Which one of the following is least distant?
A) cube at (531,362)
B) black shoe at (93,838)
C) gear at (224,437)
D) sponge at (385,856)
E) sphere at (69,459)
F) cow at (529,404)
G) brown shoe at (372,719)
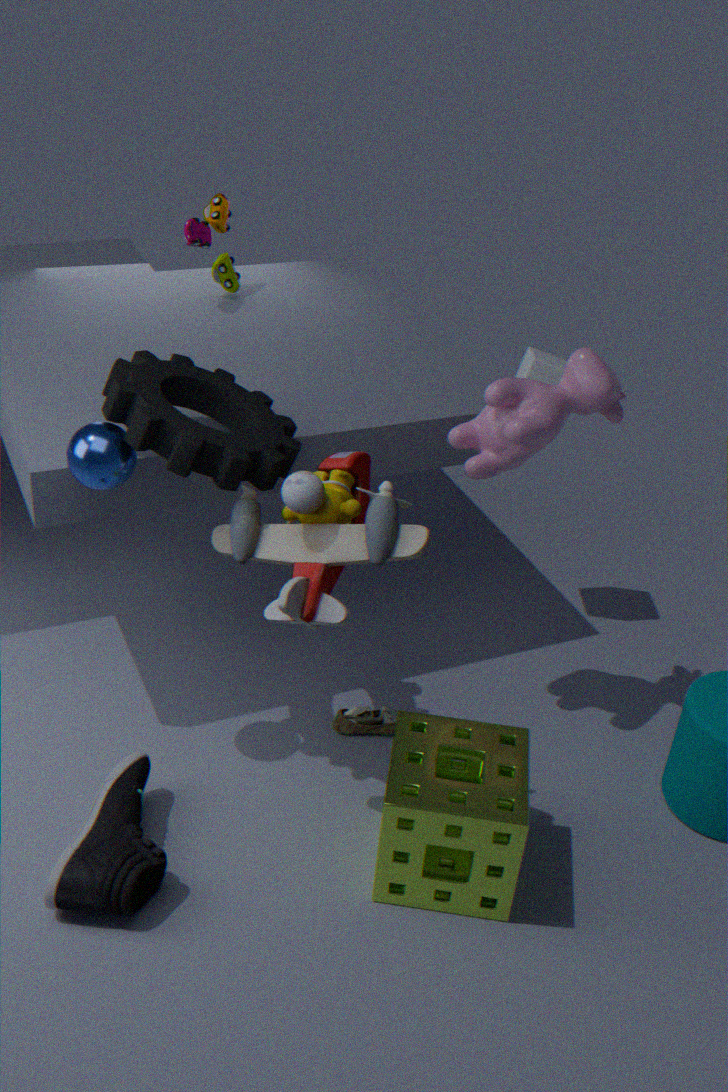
sponge at (385,856)
